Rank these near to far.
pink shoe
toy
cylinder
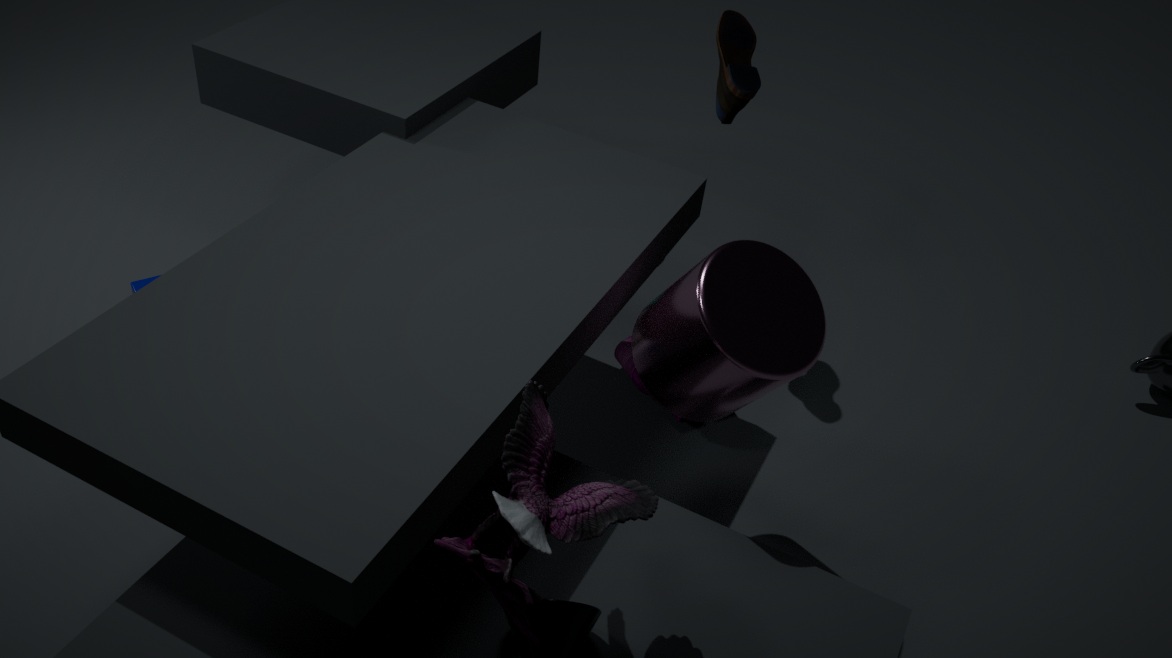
toy
cylinder
pink shoe
